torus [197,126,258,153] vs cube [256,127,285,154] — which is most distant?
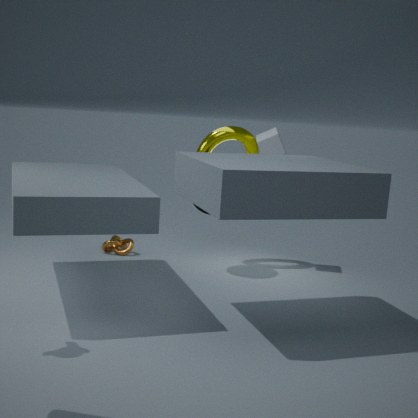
torus [197,126,258,153]
